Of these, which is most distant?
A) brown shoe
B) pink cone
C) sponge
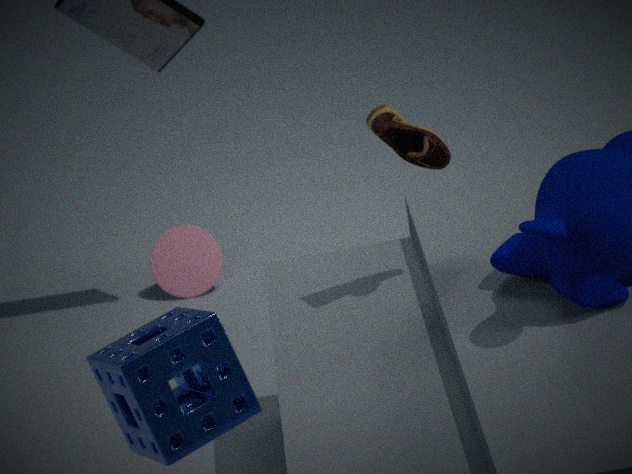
pink cone
